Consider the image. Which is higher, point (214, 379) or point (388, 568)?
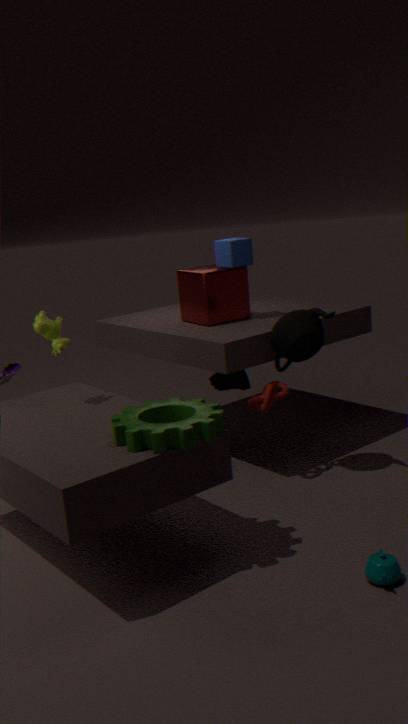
point (214, 379)
